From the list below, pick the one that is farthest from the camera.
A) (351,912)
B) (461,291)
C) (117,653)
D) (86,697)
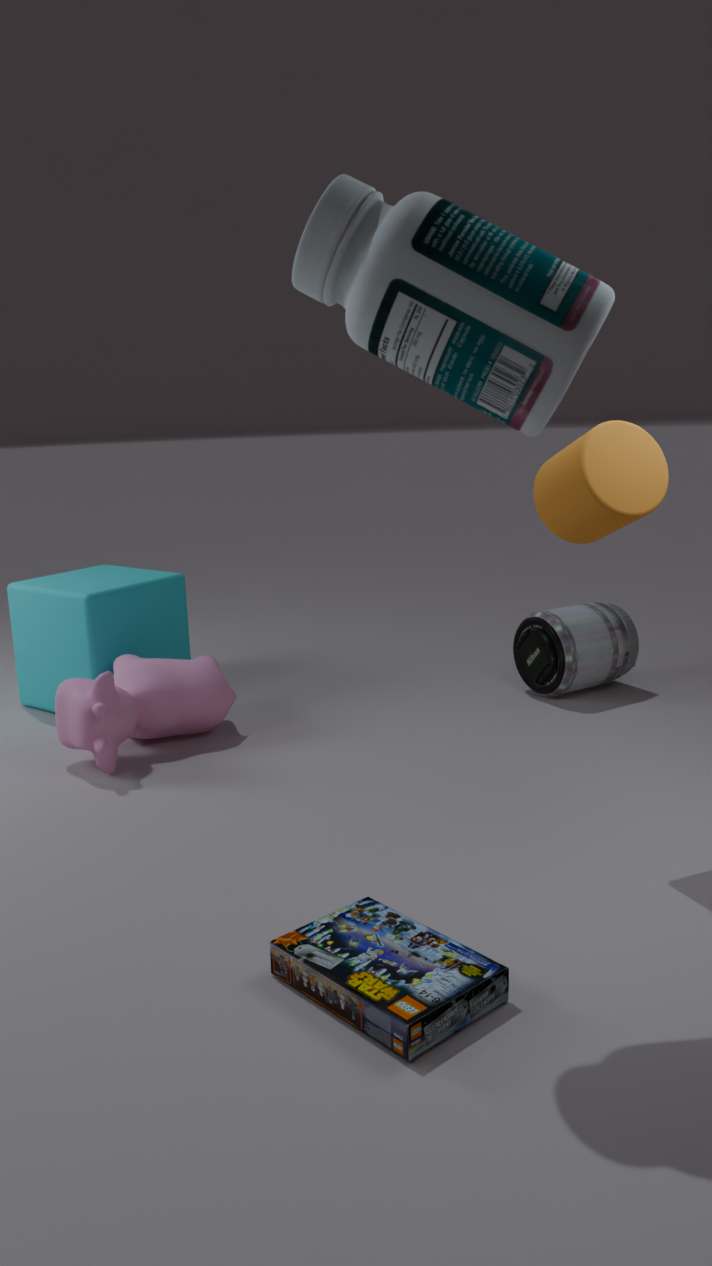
(117,653)
